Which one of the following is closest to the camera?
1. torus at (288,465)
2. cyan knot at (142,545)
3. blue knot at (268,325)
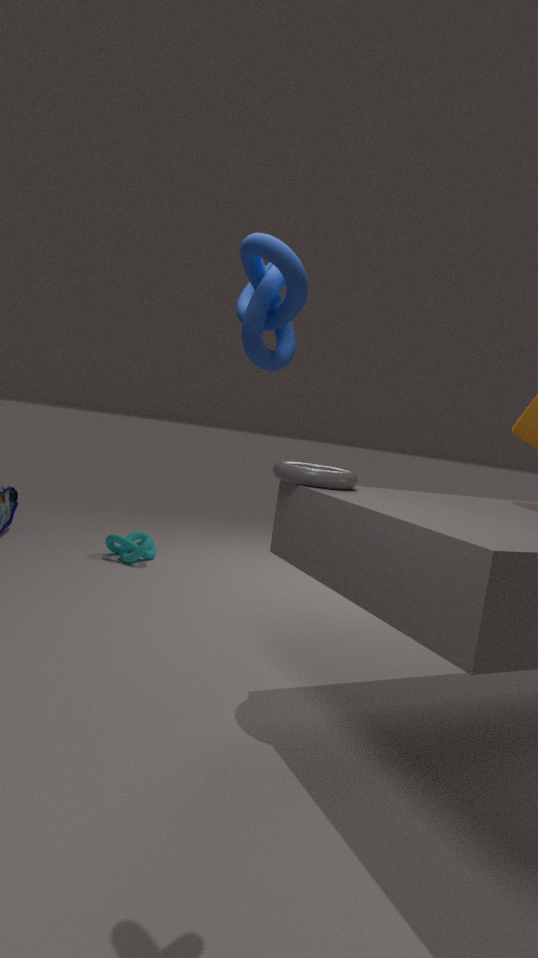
blue knot at (268,325)
